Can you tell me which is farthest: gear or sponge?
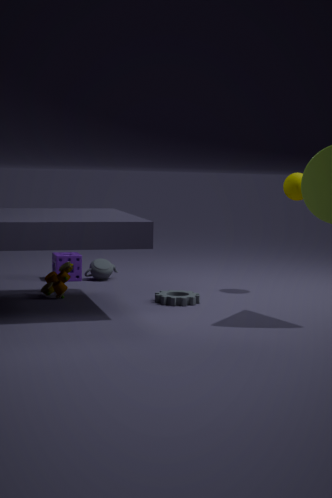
sponge
